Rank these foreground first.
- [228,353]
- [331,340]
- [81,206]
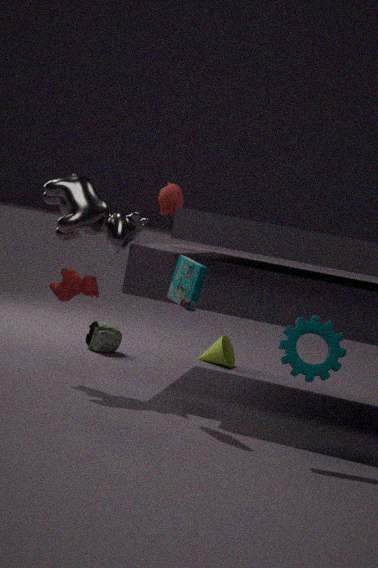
[331,340], [81,206], [228,353]
